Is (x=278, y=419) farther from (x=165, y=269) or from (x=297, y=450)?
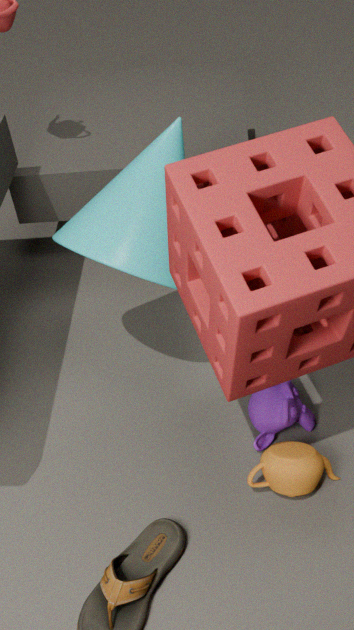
(x=165, y=269)
